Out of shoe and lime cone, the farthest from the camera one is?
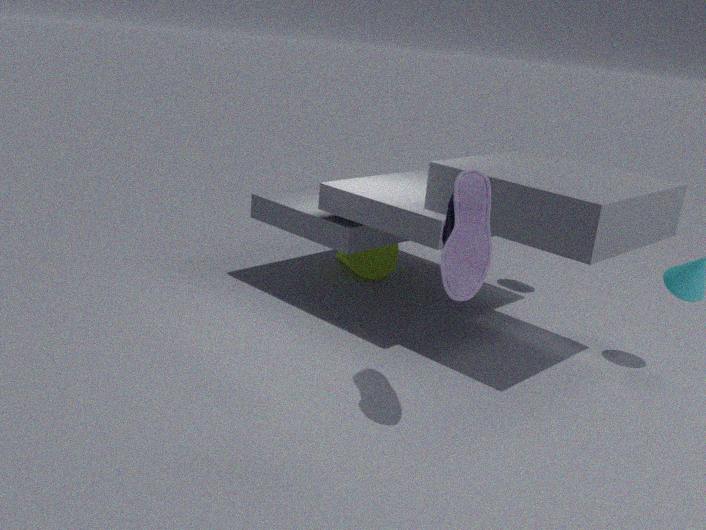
lime cone
